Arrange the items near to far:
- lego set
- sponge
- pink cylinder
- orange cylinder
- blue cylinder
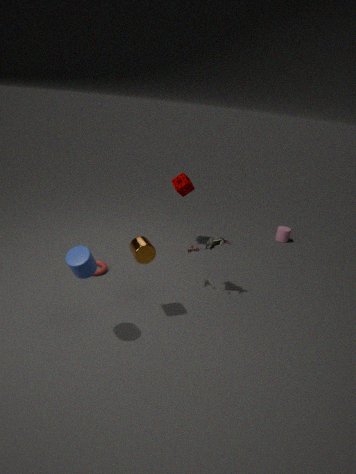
1. blue cylinder
2. orange cylinder
3. lego set
4. sponge
5. pink cylinder
